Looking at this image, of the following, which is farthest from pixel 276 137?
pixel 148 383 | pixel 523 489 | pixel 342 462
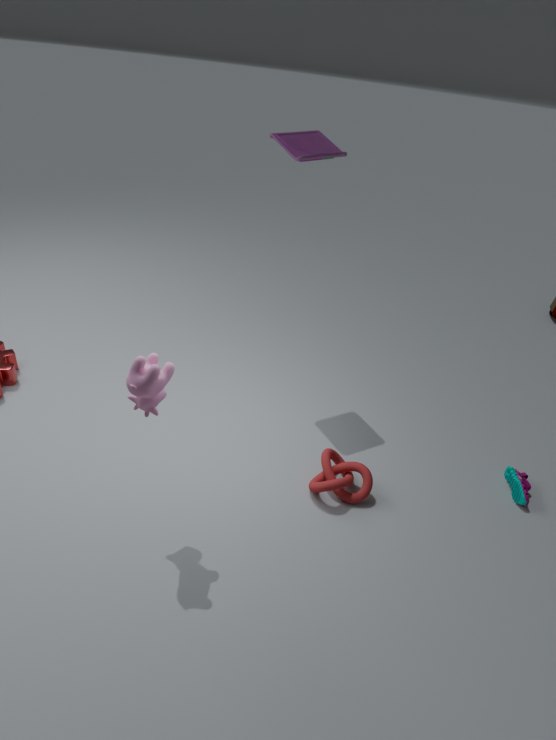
pixel 523 489
